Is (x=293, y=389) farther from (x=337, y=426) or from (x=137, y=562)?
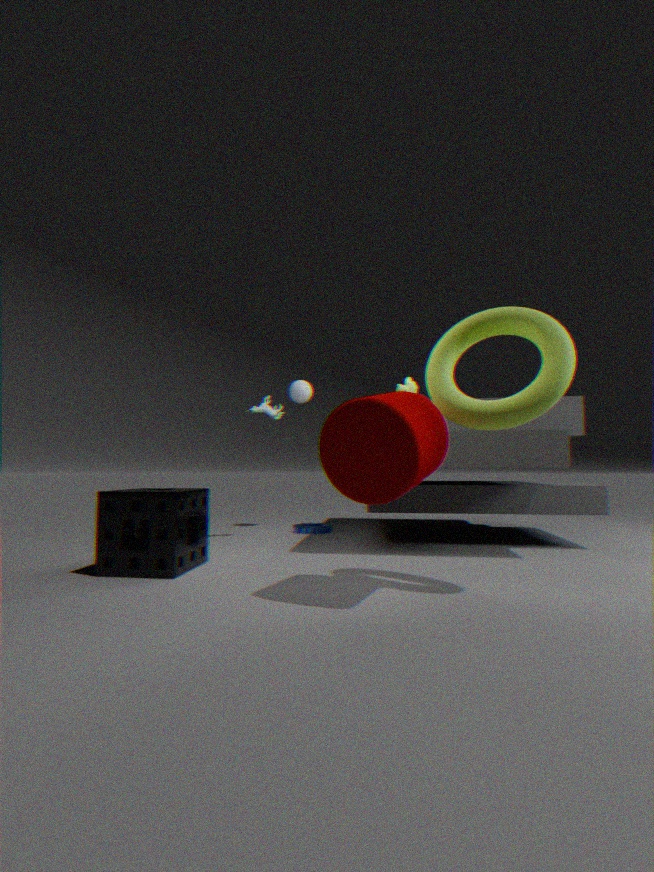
(x=337, y=426)
